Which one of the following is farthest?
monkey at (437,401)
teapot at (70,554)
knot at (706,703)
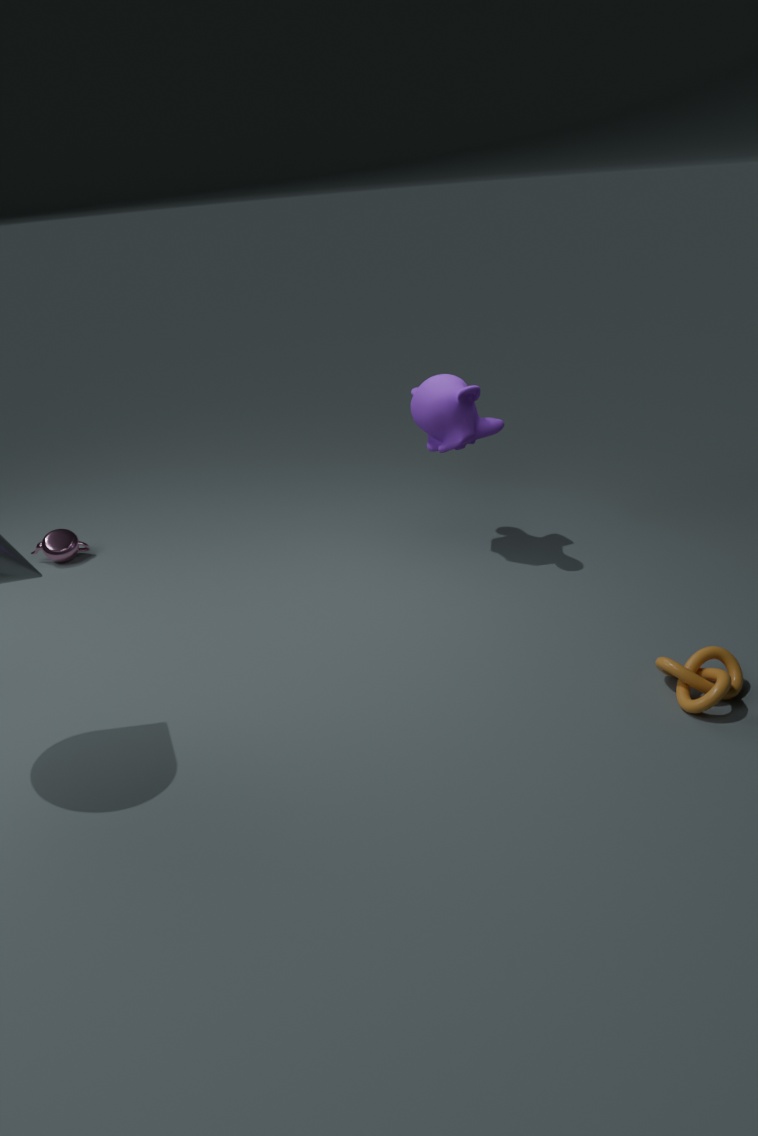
teapot at (70,554)
